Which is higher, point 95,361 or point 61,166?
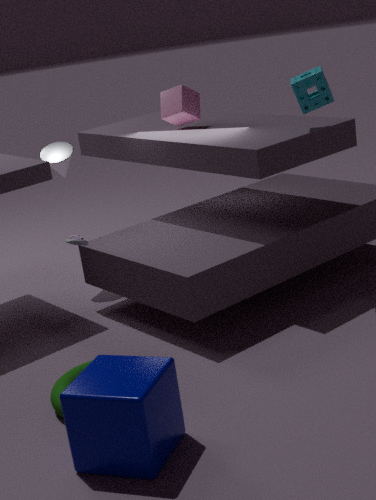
point 61,166
